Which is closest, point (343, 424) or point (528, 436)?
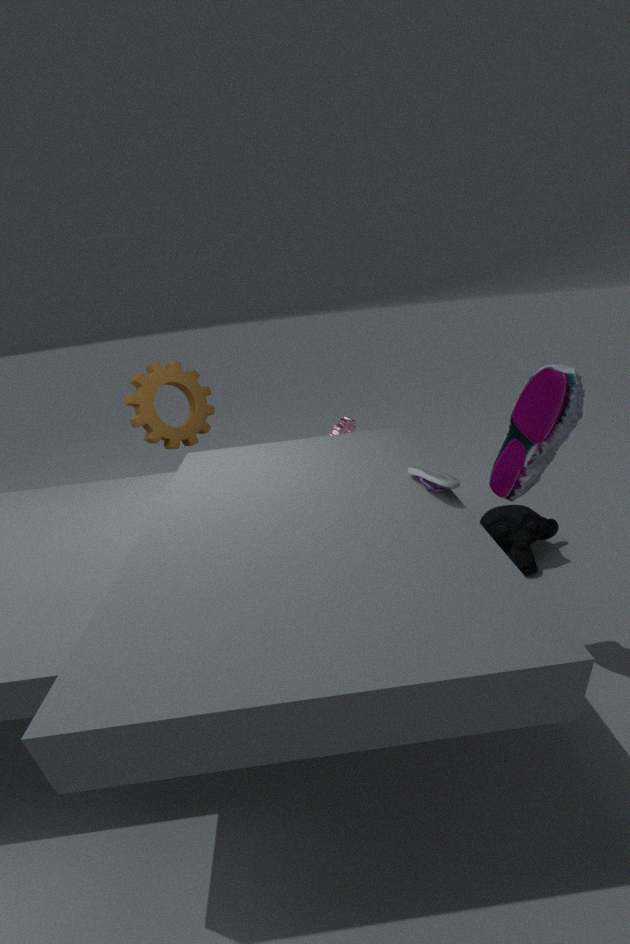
point (528, 436)
